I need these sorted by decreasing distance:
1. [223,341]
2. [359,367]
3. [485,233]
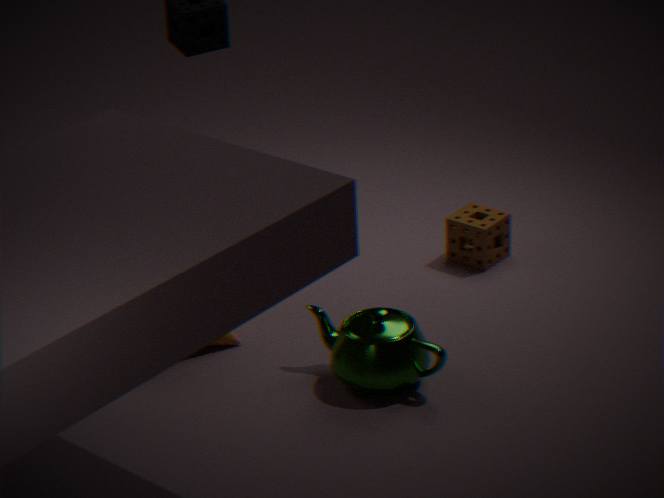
[485,233]
[223,341]
[359,367]
